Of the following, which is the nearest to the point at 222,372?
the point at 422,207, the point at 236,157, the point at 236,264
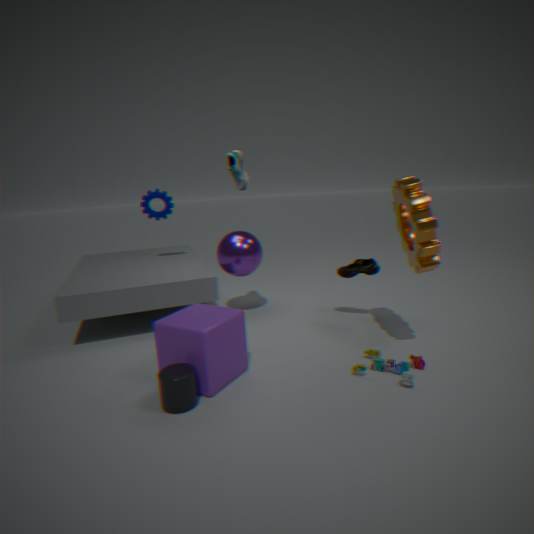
the point at 236,264
